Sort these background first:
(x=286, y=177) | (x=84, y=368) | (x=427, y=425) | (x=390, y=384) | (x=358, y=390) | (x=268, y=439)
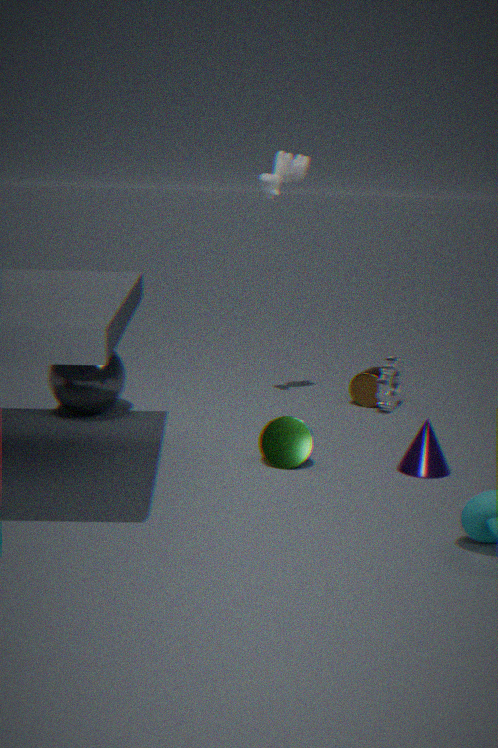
(x=358, y=390)
(x=390, y=384)
(x=84, y=368)
(x=286, y=177)
(x=268, y=439)
(x=427, y=425)
